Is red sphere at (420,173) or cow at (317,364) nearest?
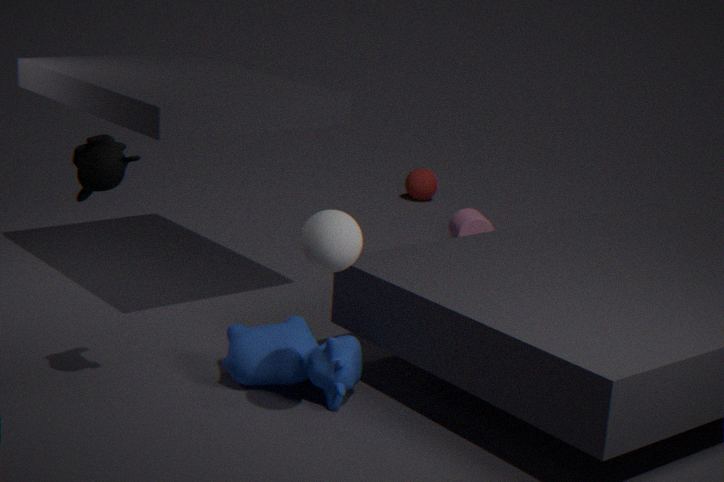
cow at (317,364)
